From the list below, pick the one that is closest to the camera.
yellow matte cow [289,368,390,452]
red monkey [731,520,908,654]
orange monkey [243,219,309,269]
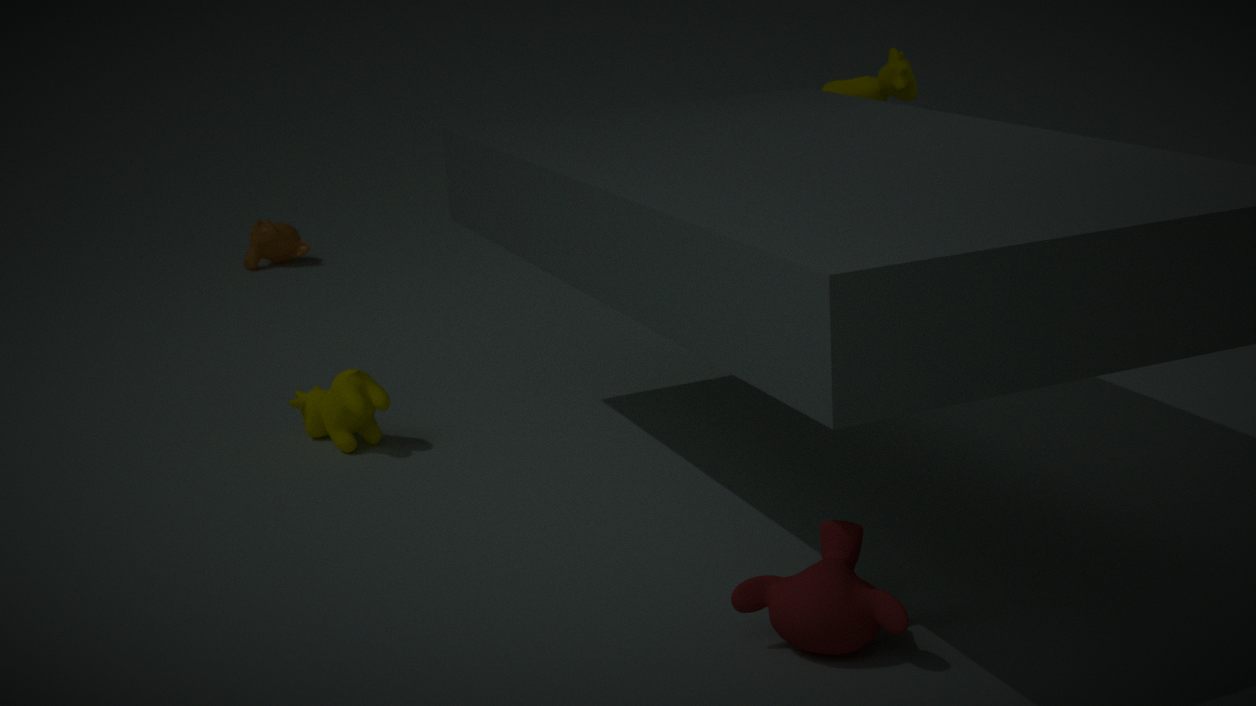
red monkey [731,520,908,654]
